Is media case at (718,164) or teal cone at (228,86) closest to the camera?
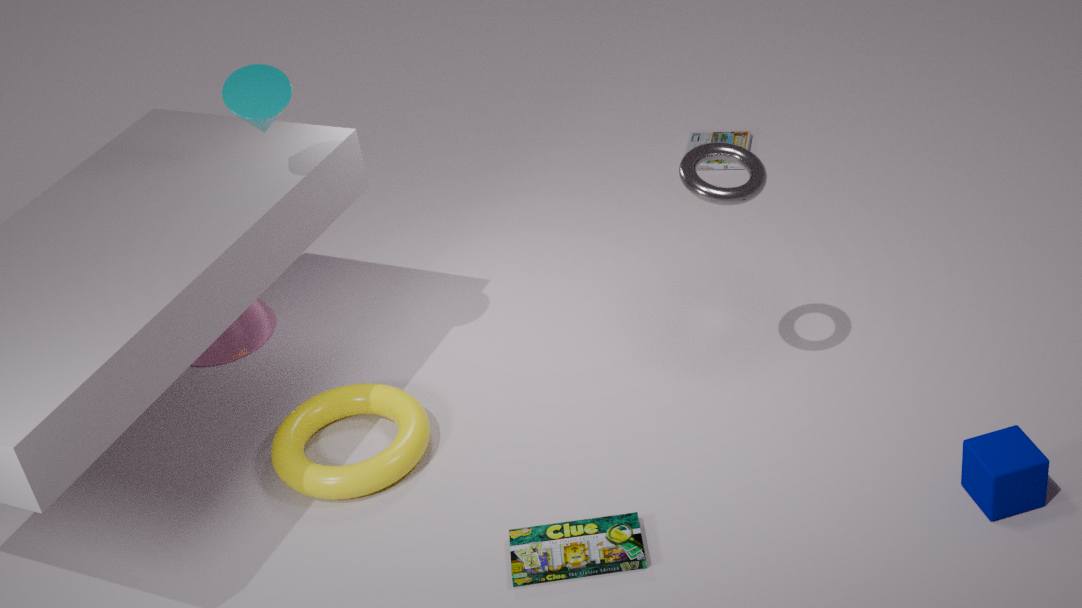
teal cone at (228,86)
